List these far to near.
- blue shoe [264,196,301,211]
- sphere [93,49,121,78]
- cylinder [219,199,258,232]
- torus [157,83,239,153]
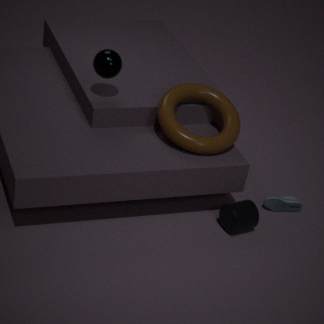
blue shoe [264,196,301,211]
sphere [93,49,121,78]
torus [157,83,239,153]
cylinder [219,199,258,232]
